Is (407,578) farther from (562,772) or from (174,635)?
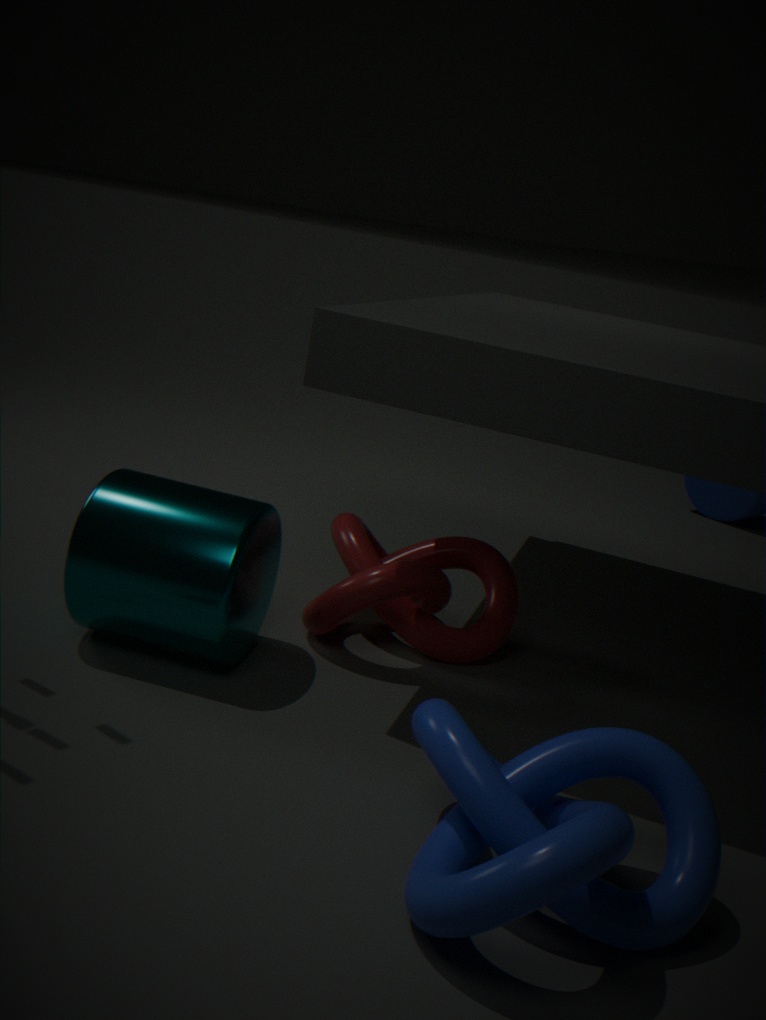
(562,772)
